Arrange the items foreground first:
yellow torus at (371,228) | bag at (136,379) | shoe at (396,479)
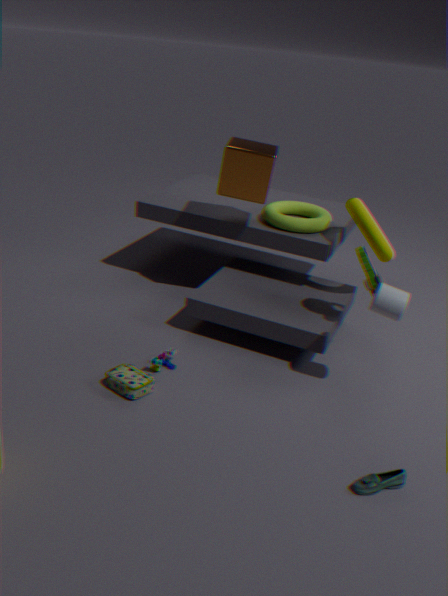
shoe at (396,479), bag at (136,379), yellow torus at (371,228)
